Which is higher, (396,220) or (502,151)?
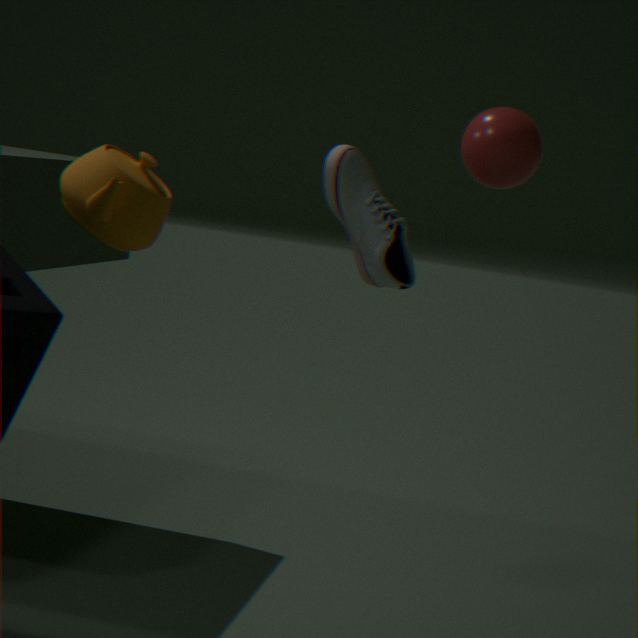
(502,151)
